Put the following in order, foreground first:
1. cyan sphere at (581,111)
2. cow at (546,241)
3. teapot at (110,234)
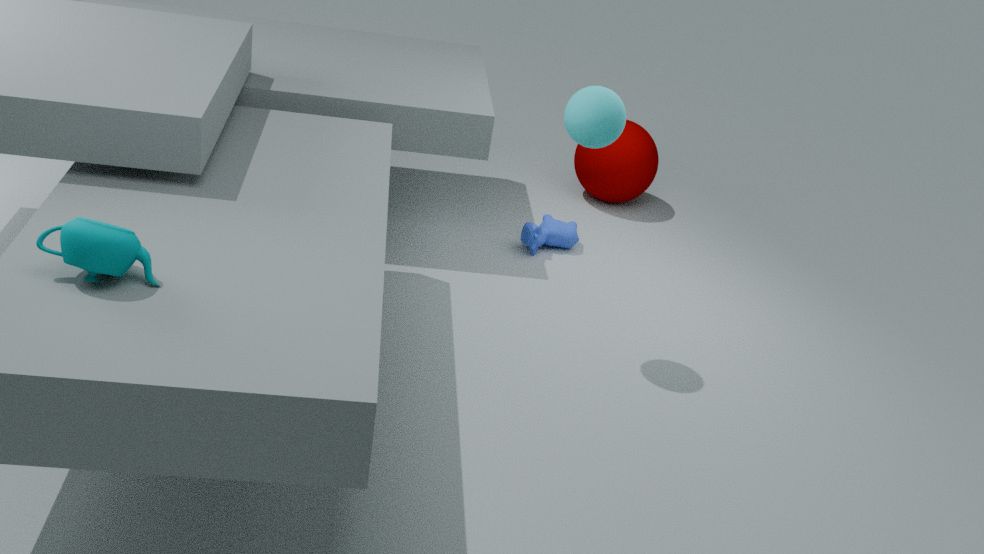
teapot at (110,234), cyan sphere at (581,111), cow at (546,241)
